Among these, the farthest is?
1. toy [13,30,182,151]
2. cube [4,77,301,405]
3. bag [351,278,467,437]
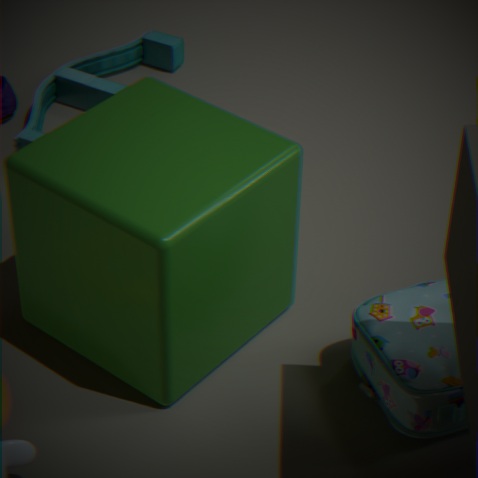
toy [13,30,182,151]
